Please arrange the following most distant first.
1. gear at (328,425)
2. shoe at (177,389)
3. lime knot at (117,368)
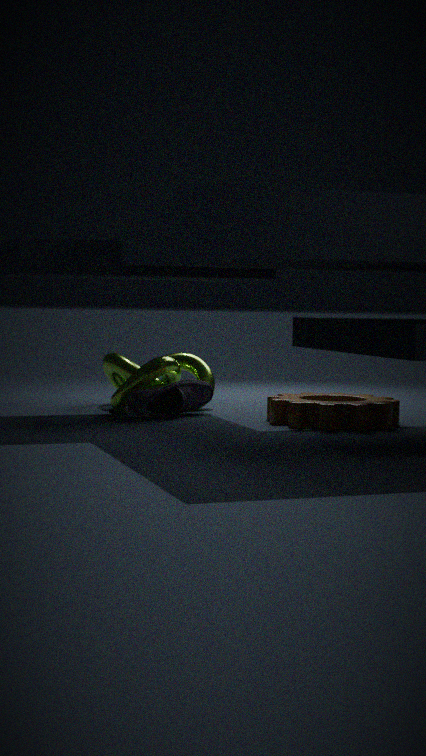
1. lime knot at (117,368)
2. shoe at (177,389)
3. gear at (328,425)
